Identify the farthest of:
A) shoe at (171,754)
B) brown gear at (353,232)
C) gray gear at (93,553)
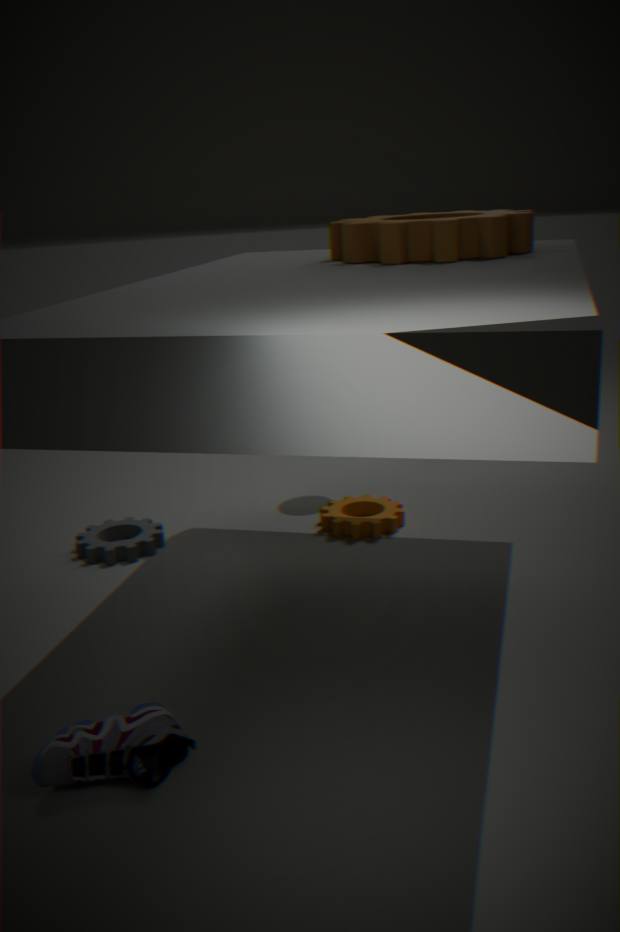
gray gear at (93,553)
